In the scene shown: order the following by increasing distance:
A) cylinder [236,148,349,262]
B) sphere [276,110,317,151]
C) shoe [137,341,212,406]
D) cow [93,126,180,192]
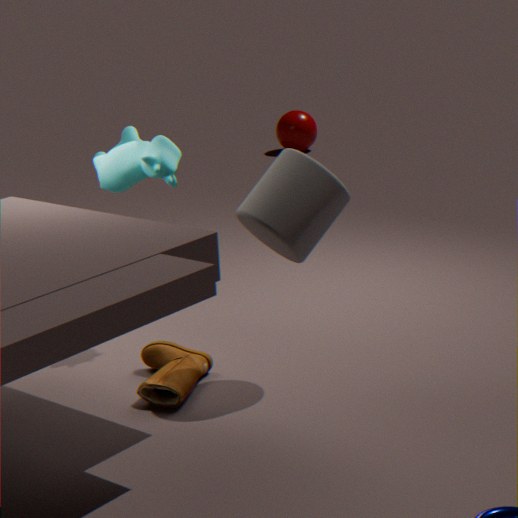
cylinder [236,148,349,262], shoe [137,341,212,406], cow [93,126,180,192], sphere [276,110,317,151]
